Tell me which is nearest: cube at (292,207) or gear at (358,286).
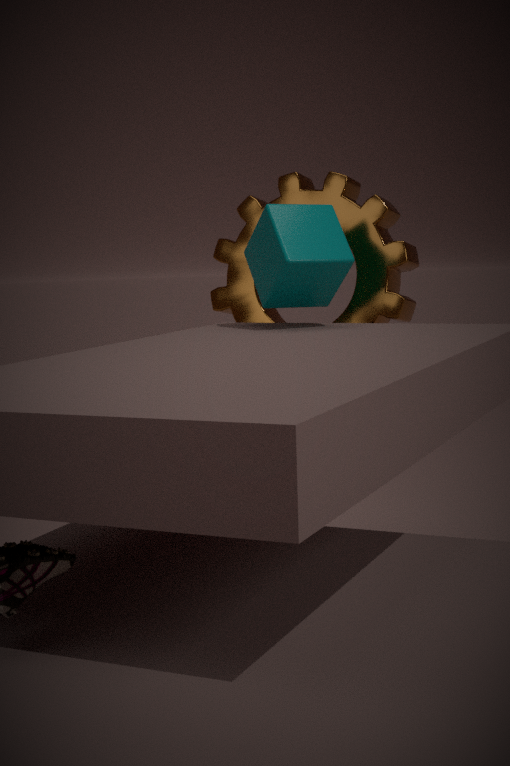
cube at (292,207)
